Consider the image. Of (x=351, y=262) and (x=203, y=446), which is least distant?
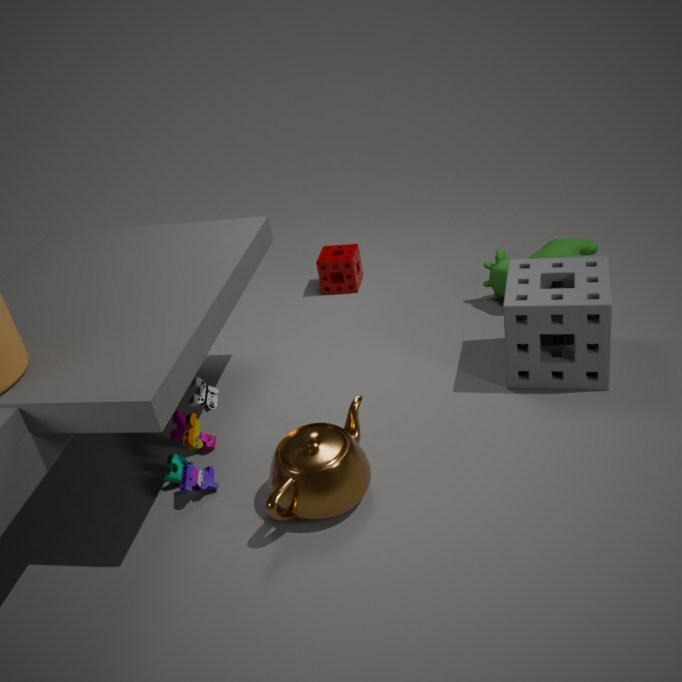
(x=203, y=446)
